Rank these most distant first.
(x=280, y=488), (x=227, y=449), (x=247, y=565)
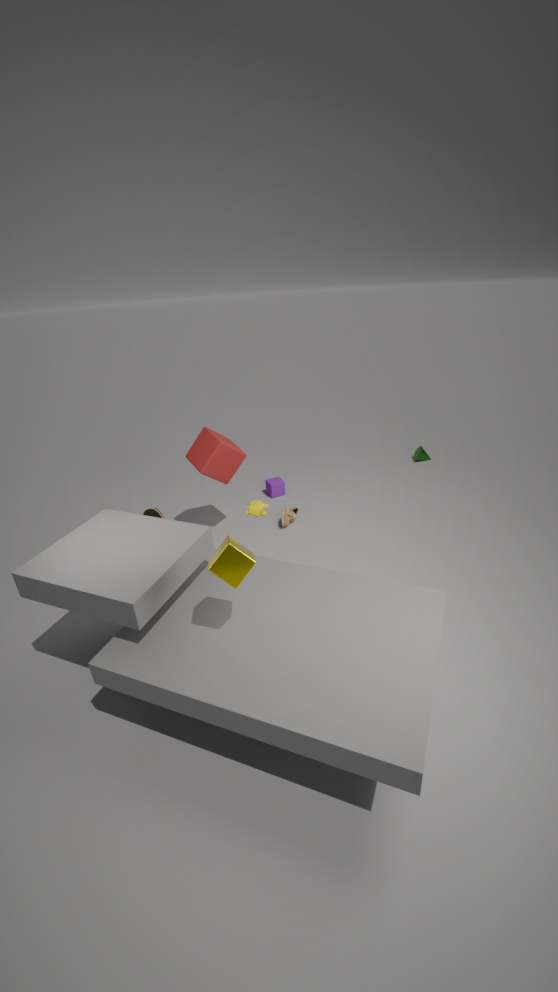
1. (x=280, y=488)
2. (x=227, y=449)
3. (x=247, y=565)
